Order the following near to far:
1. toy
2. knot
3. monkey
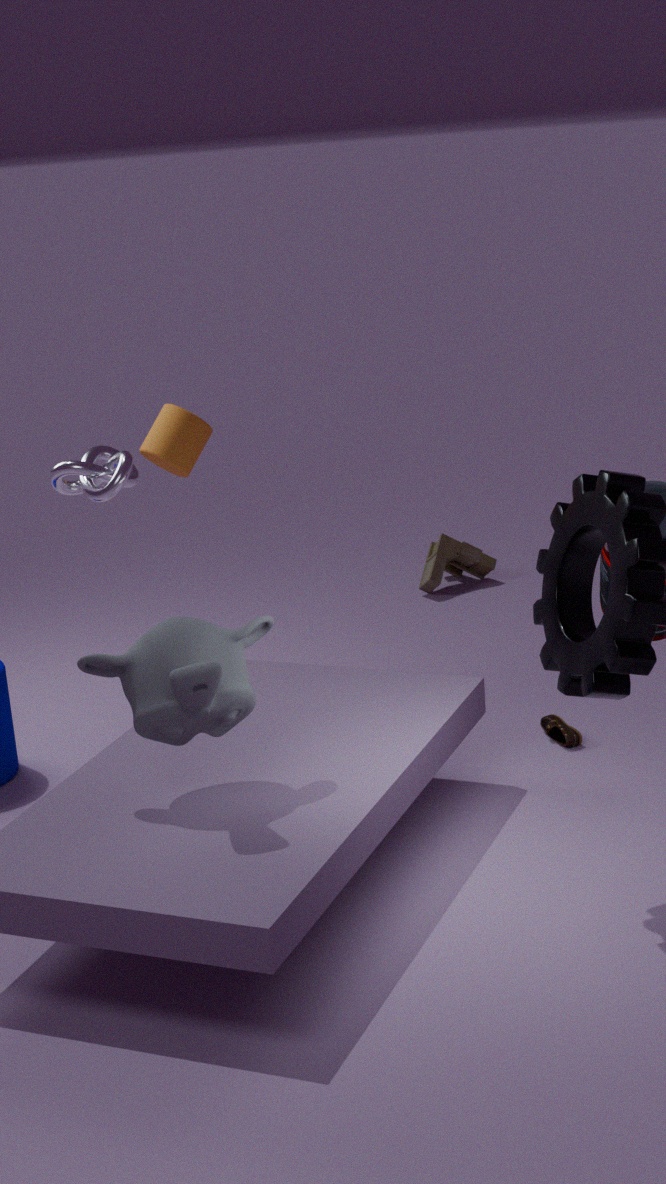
monkey, knot, toy
